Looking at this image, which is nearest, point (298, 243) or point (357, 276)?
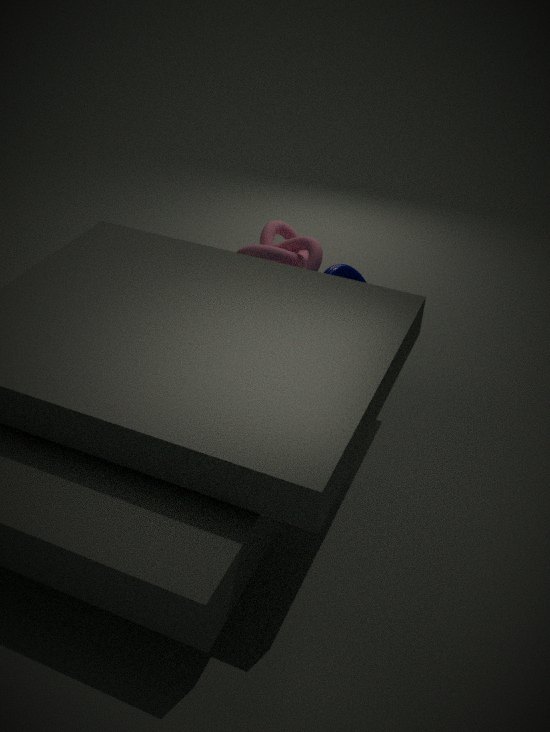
Answer: point (357, 276)
